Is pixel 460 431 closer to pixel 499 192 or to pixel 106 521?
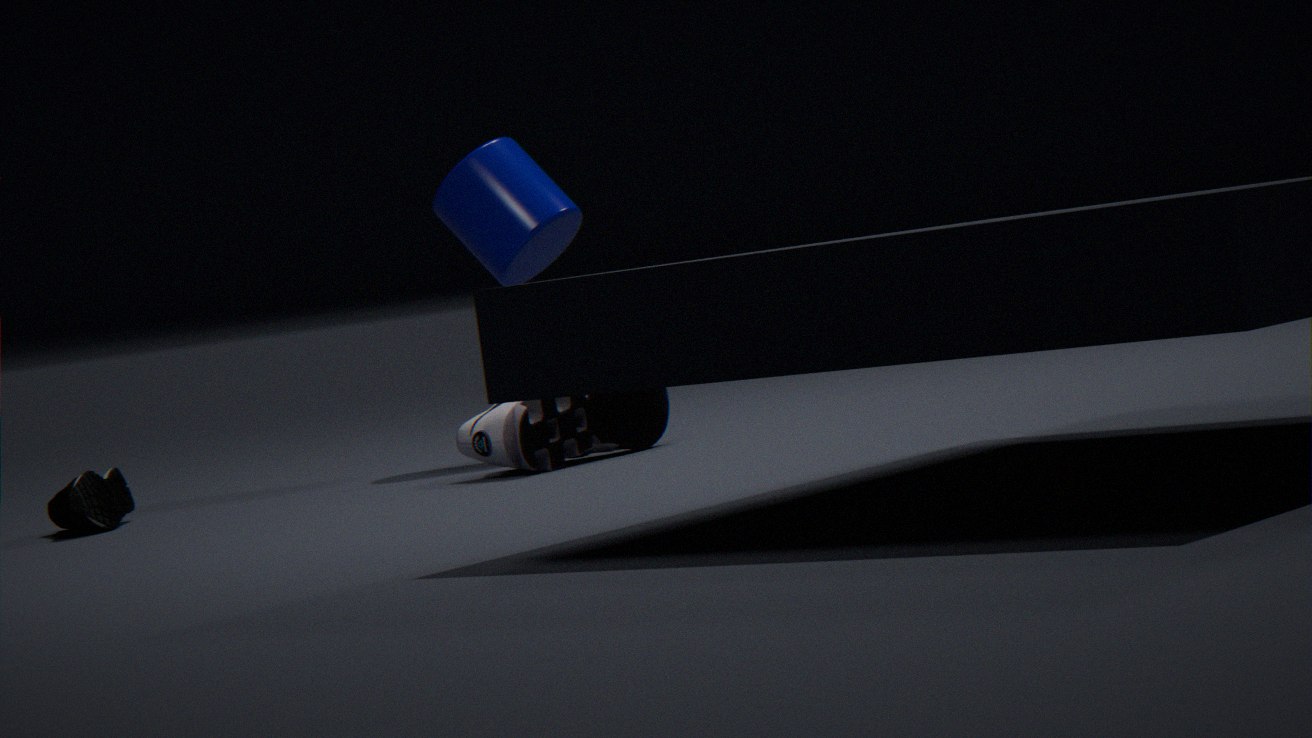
pixel 499 192
